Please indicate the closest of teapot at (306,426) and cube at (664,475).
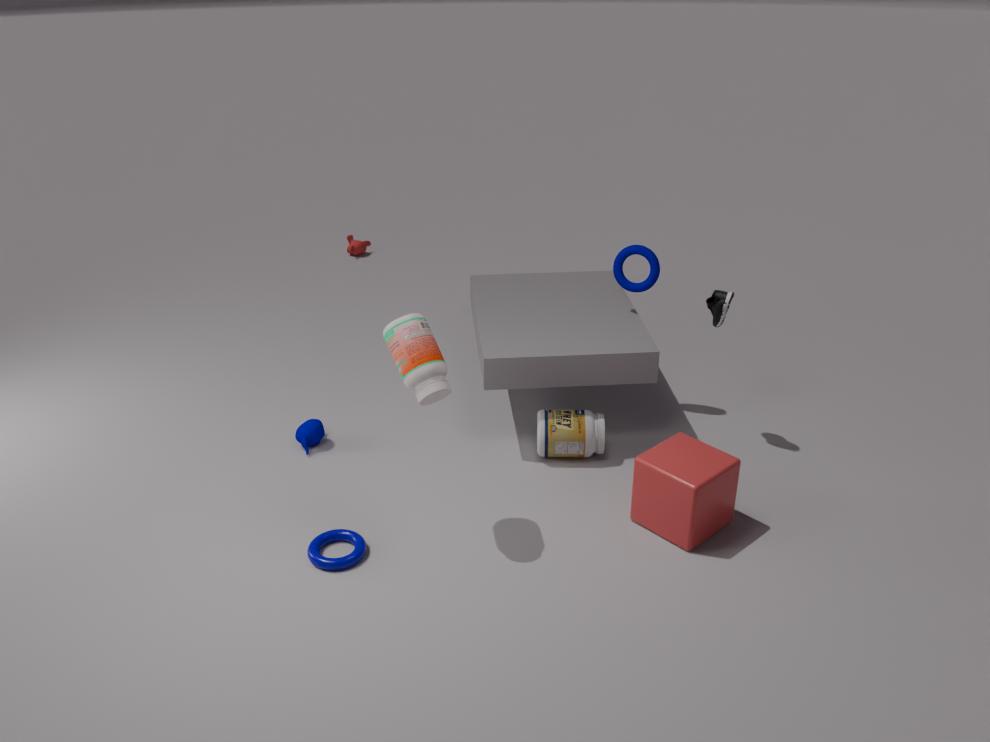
cube at (664,475)
